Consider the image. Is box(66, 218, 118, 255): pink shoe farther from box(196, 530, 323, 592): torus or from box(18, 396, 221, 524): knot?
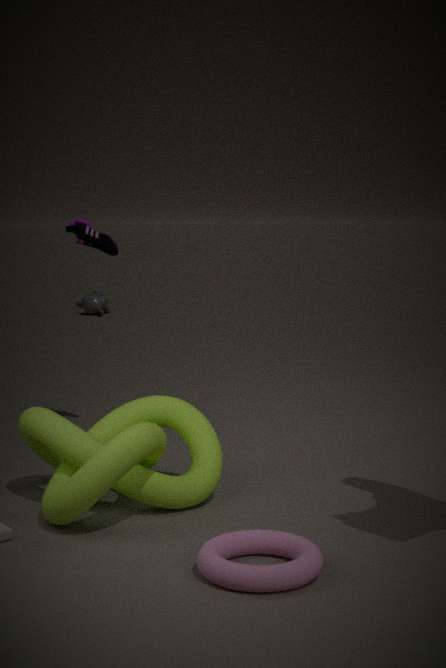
box(196, 530, 323, 592): torus
